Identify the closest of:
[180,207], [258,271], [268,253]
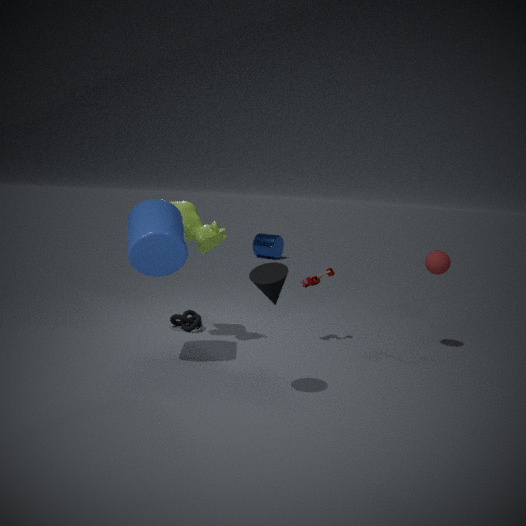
[258,271]
